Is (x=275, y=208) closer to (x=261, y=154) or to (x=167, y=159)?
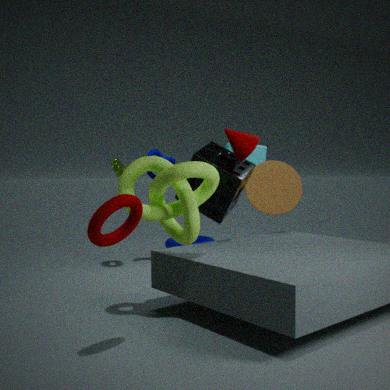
(x=261, y=154)
